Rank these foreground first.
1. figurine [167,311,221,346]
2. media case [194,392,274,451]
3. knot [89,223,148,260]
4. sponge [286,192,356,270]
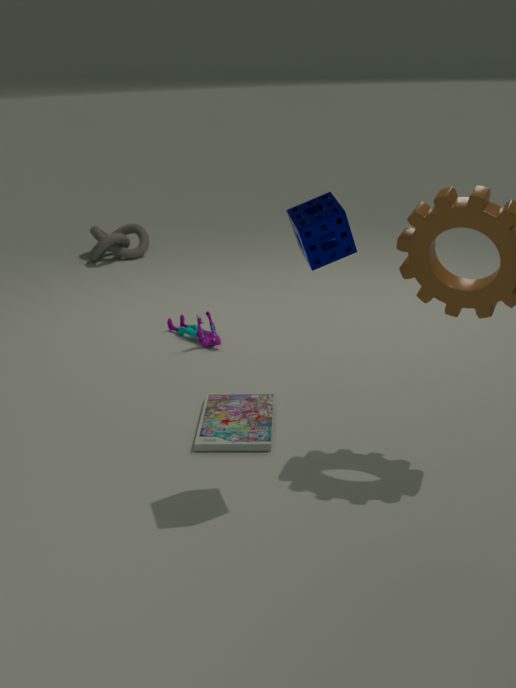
sponge [286,192,356,270]
media case [194,392,274,451]
figurine [167,311,221,346]
knot [89,223,148,260]
